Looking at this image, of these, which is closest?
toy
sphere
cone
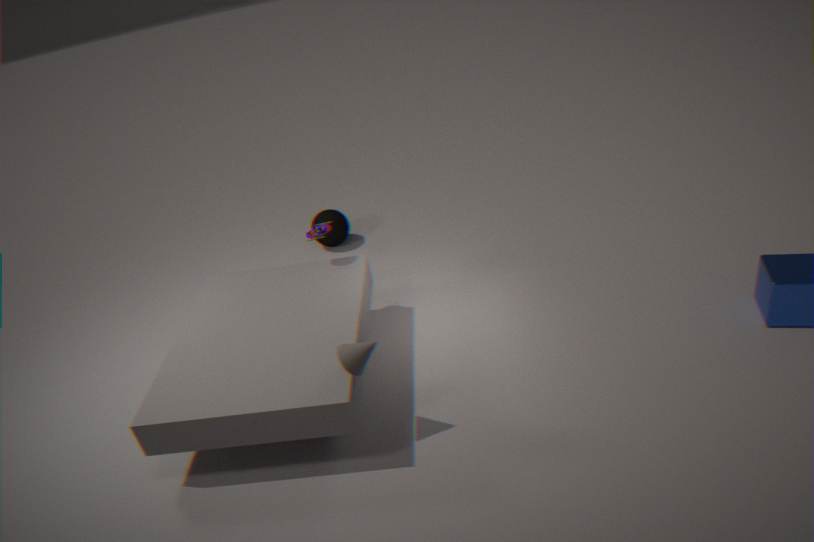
cone
